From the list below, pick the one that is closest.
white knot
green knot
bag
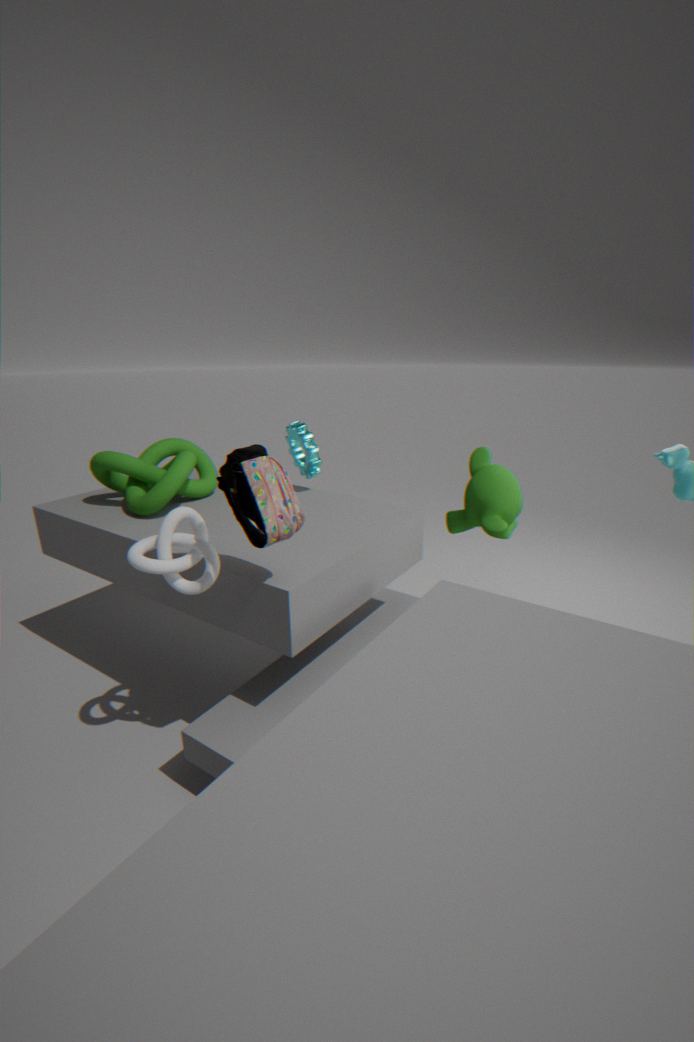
bag
